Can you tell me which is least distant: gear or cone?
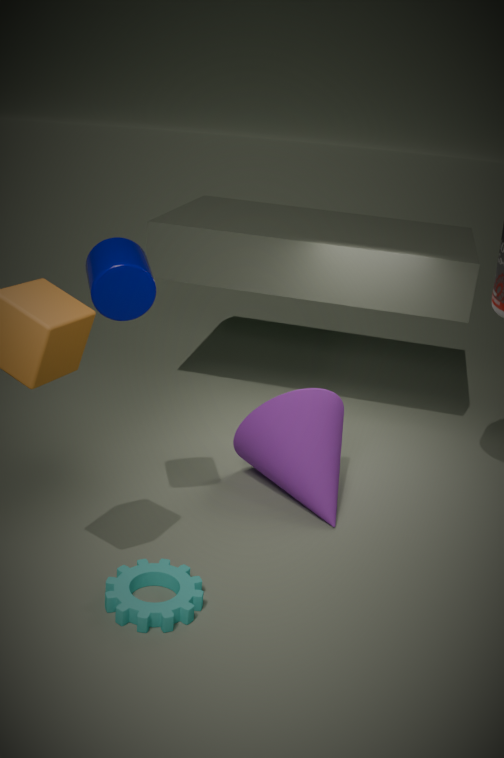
gear
